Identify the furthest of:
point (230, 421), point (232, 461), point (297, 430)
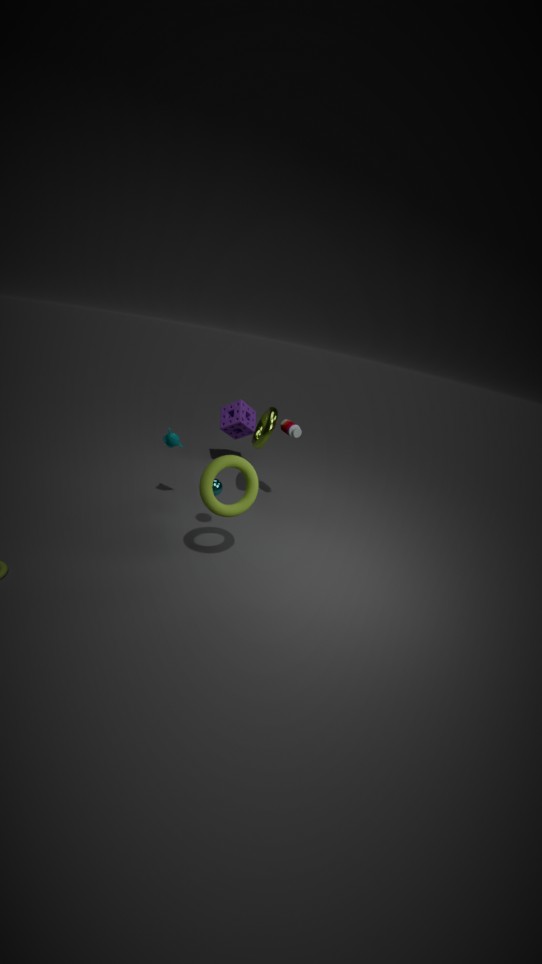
point (230, 421)
